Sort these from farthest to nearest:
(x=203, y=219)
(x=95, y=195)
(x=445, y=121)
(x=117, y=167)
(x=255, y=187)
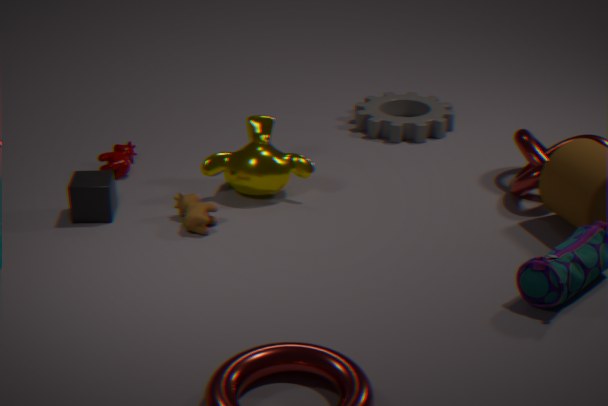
(x=445, y=121) < (x=117, y=167) < (x=255, y=187) < (x=95, y=195) < (x=203, y=219)
